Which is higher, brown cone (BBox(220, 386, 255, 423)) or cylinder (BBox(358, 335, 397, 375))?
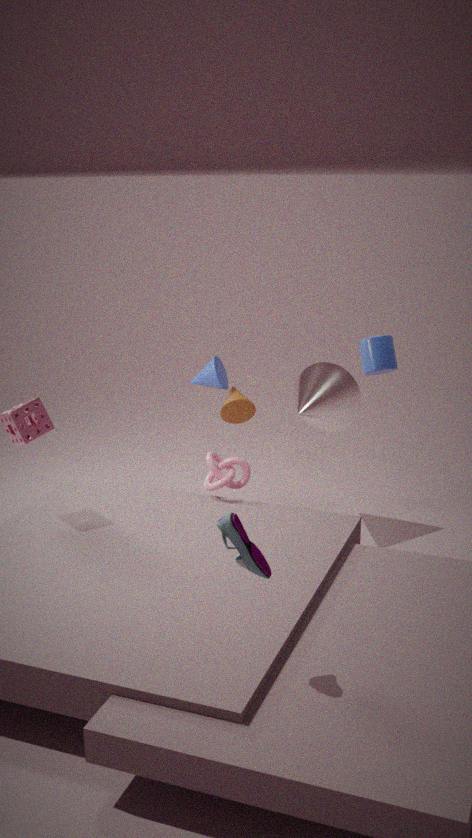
cylinder (BBox(358, 335, 397, 375))
